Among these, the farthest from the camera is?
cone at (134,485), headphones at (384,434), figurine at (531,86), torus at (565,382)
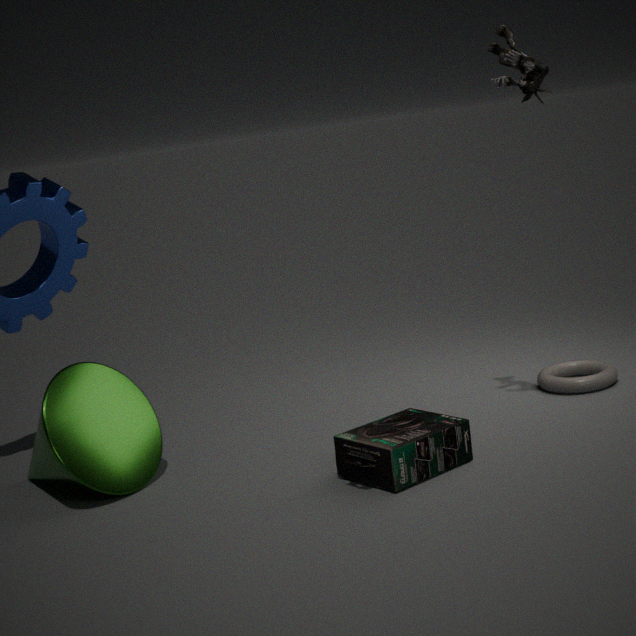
torus at (565,382)
